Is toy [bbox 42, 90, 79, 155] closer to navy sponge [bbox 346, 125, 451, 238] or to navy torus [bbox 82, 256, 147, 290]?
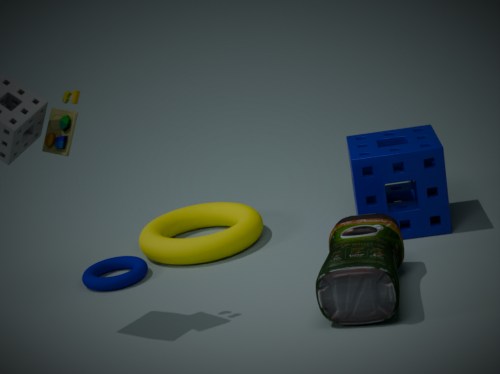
navy torus [bbox 82, 256, 147, 290]
